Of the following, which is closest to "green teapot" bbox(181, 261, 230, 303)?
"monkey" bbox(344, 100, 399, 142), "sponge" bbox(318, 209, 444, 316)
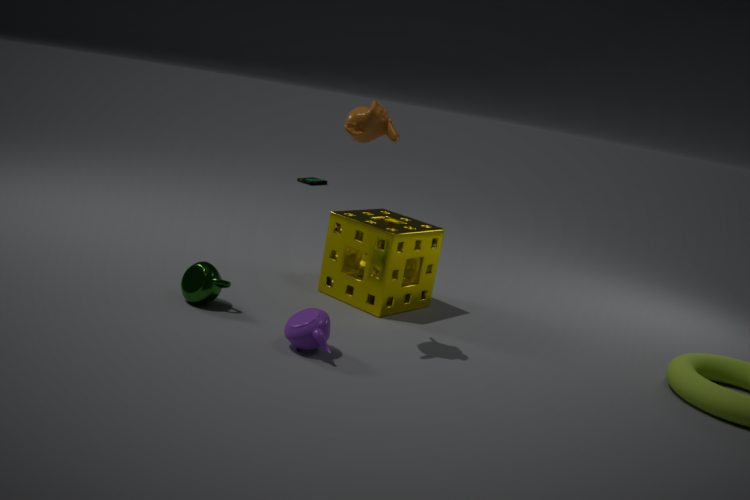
"sponge" bbox(318, 209, 444, 316)
